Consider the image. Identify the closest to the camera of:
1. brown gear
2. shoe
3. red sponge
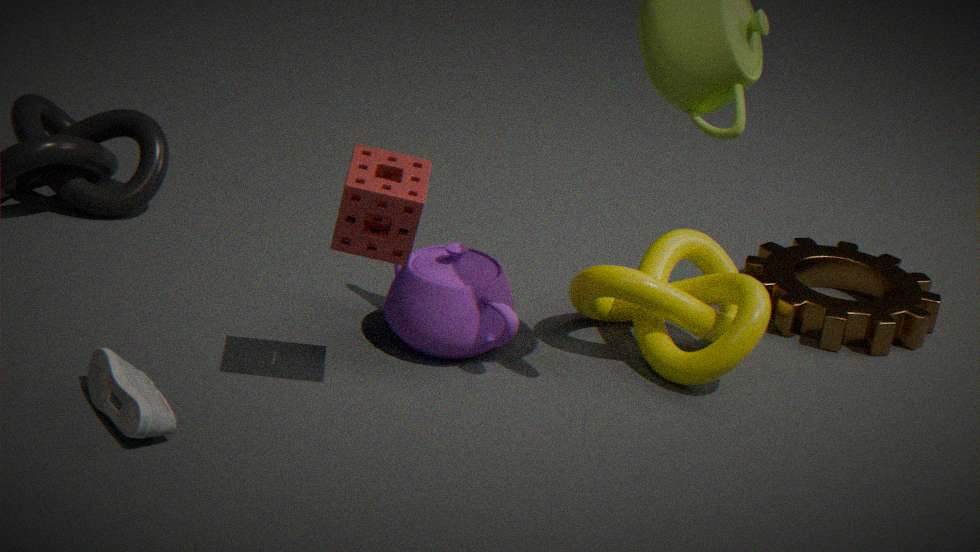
shoe
